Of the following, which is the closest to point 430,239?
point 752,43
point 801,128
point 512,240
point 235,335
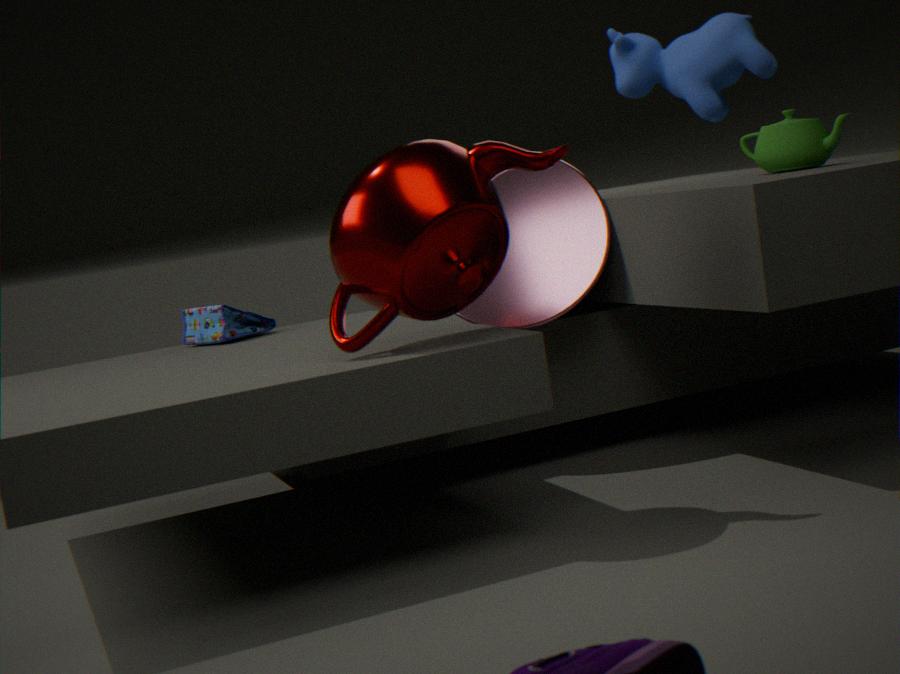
point 752,43
